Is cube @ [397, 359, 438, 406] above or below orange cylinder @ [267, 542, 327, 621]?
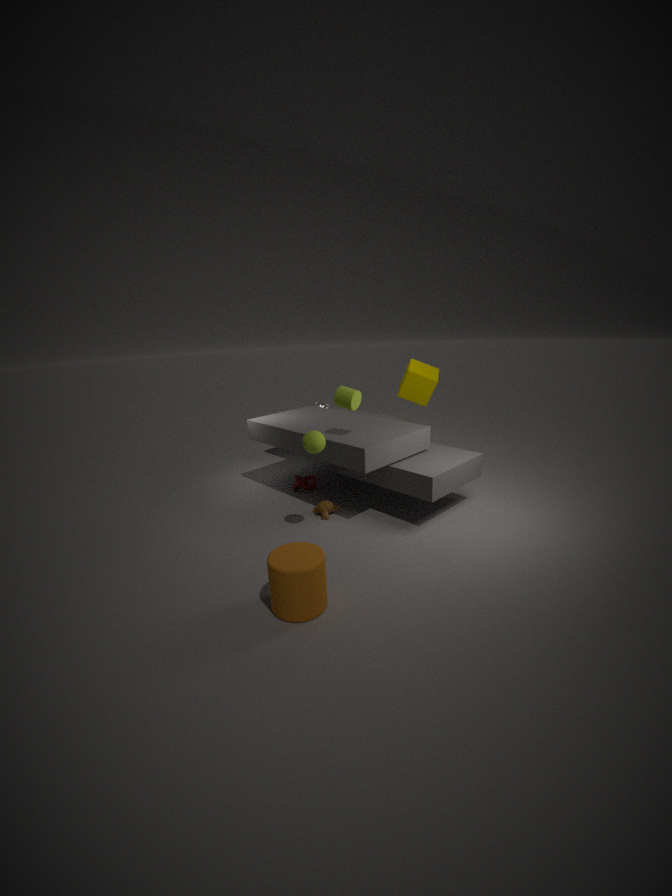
above
